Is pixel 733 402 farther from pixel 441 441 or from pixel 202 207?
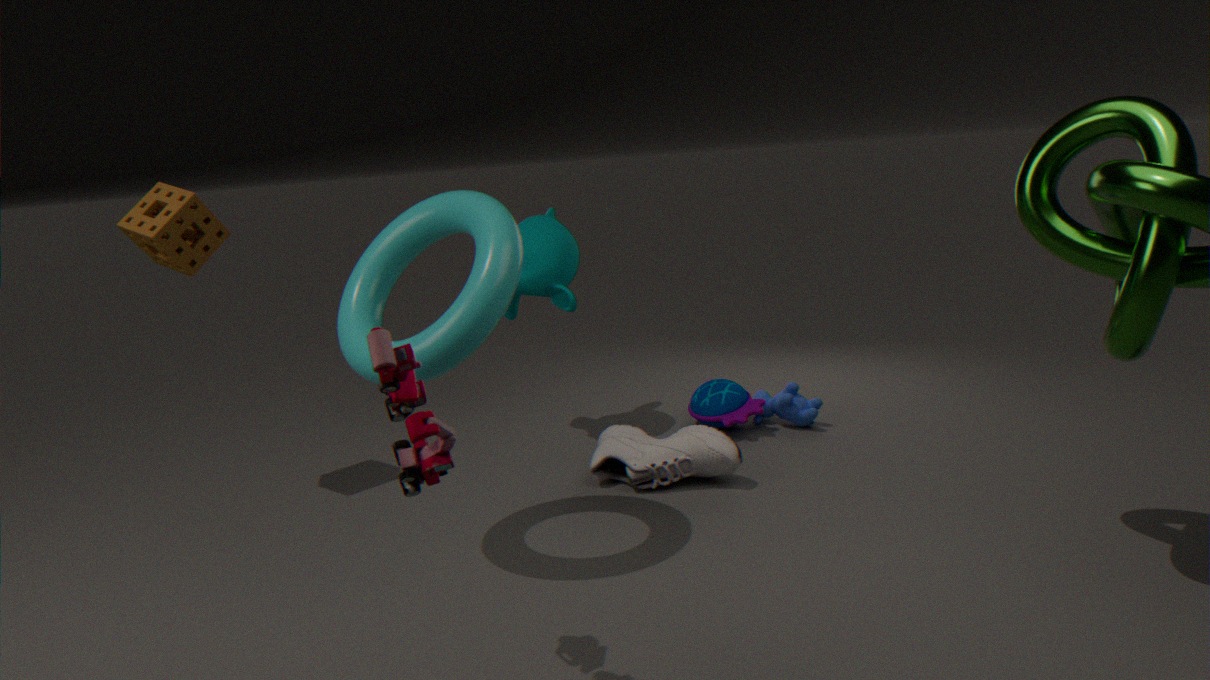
pixel 202 207
